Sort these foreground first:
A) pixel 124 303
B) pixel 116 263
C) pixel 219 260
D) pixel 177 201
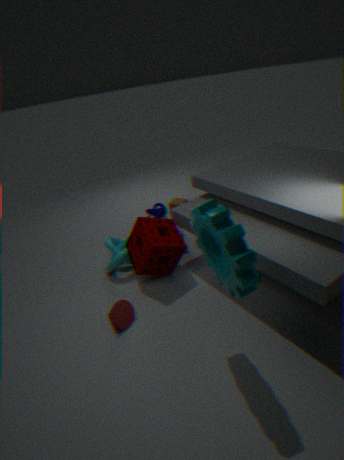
pixel 219 260 < pixel 124 303 < pixel 116 263 < pixel 177 201
